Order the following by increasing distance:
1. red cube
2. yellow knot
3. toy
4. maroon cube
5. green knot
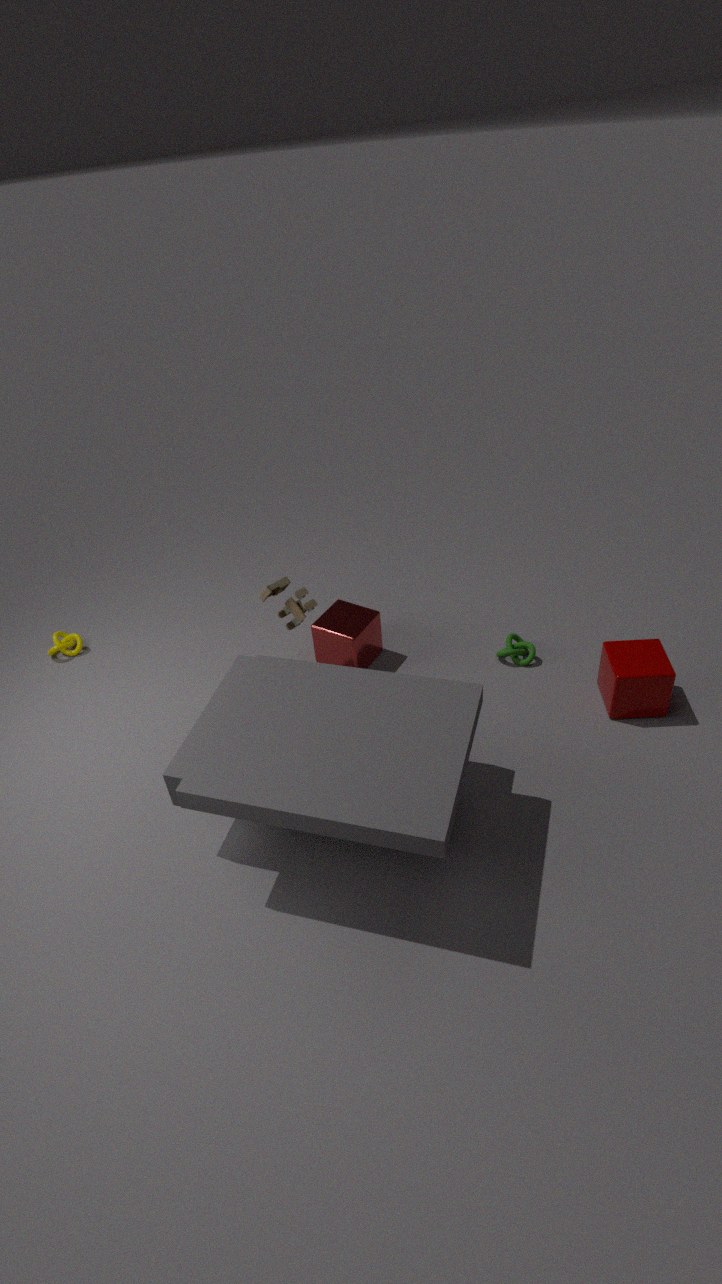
maroon cube < toy < red cube < green knot < yellow knot
